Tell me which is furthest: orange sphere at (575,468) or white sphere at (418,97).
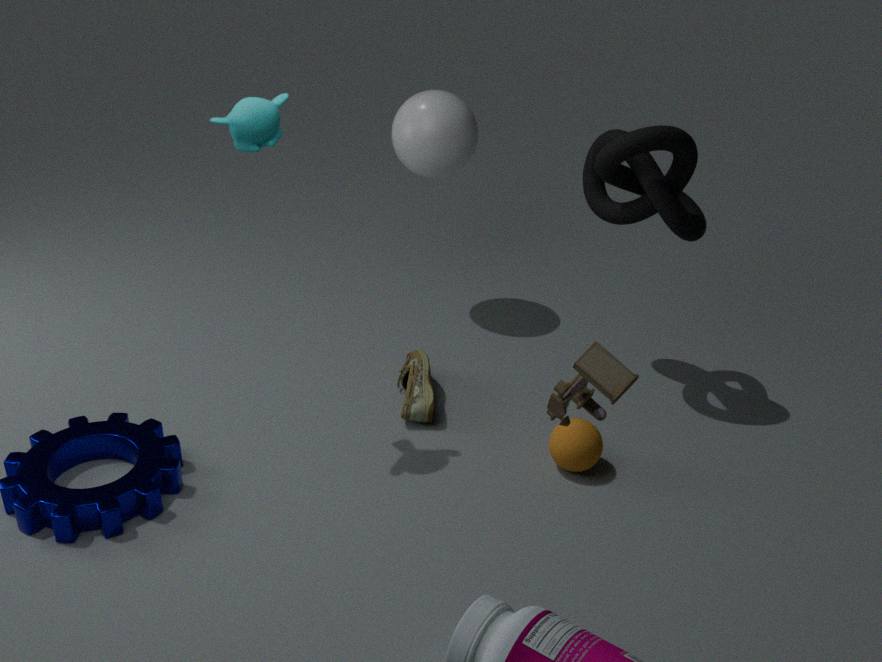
white sphere at (418,97)
